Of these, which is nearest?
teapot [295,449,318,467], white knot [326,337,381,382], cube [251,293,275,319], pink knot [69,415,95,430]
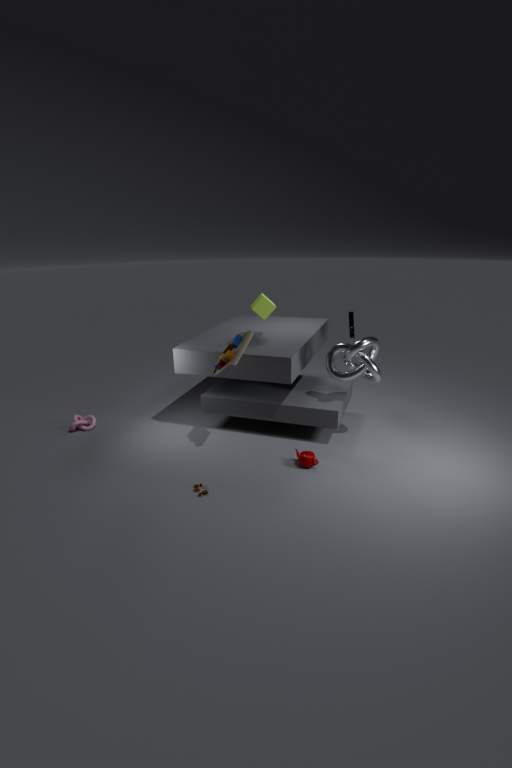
teapot [295,449,318,467]
